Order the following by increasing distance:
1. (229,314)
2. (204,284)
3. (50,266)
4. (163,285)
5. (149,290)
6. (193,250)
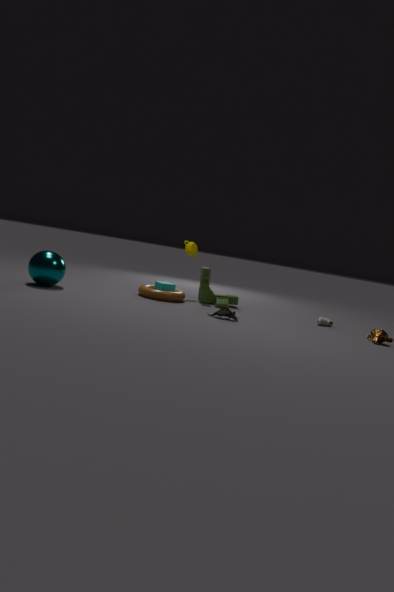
1. (229,314)
2. (50,266)
3. (149,290)
4. (163,285)
5. (204,284)
6. (193,250)
